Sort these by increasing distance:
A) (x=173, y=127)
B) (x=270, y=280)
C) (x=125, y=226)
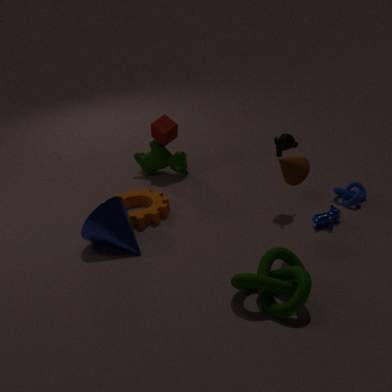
(x=270, y=280) → (x=125, y=226) → (x=173, y=127)
